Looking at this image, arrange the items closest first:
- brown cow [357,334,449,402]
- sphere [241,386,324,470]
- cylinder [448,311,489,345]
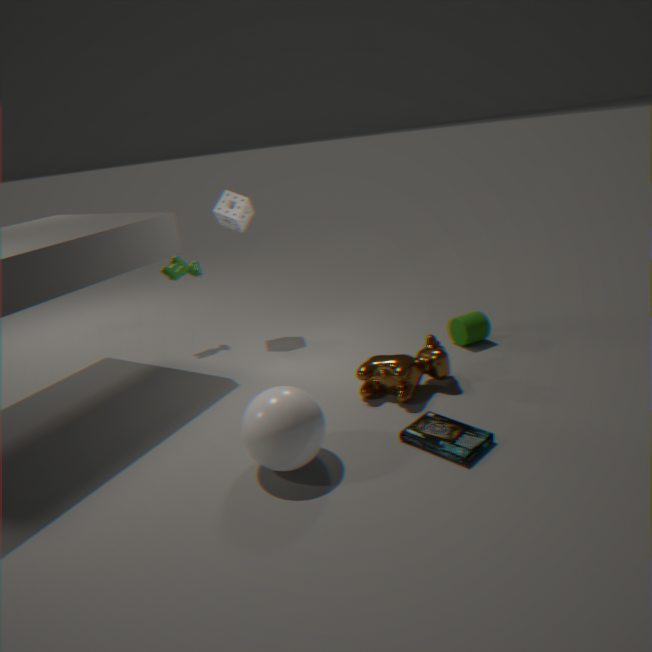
sphere [241,386,324,470] < brown cow [357,334,449,402] < cylinder [448,311,489,345]
